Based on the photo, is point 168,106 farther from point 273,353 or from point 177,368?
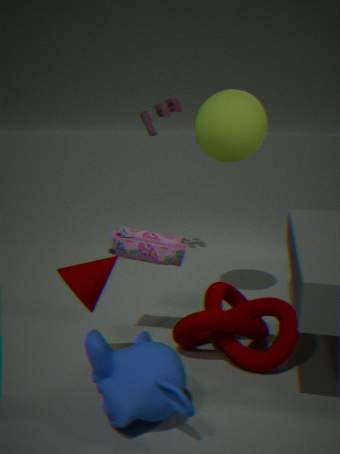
point 177,368
